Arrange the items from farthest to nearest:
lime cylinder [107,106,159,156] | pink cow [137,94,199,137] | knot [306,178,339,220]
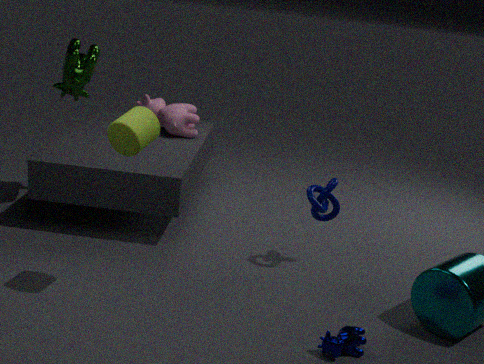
pink cow [137,94,199,137] < knot [306,178,339,220] < lime cylinder [107,106,159,156]
